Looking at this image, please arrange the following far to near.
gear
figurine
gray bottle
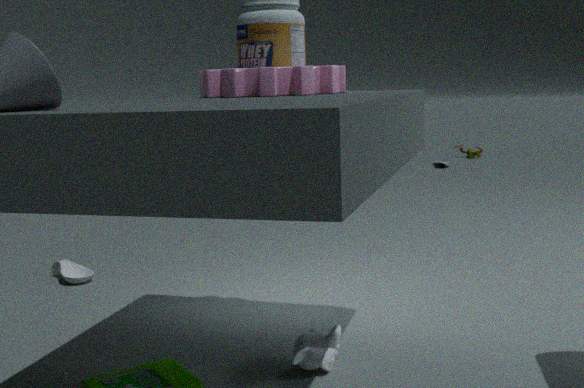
1. figurine
2. gray bottle
3. gear
